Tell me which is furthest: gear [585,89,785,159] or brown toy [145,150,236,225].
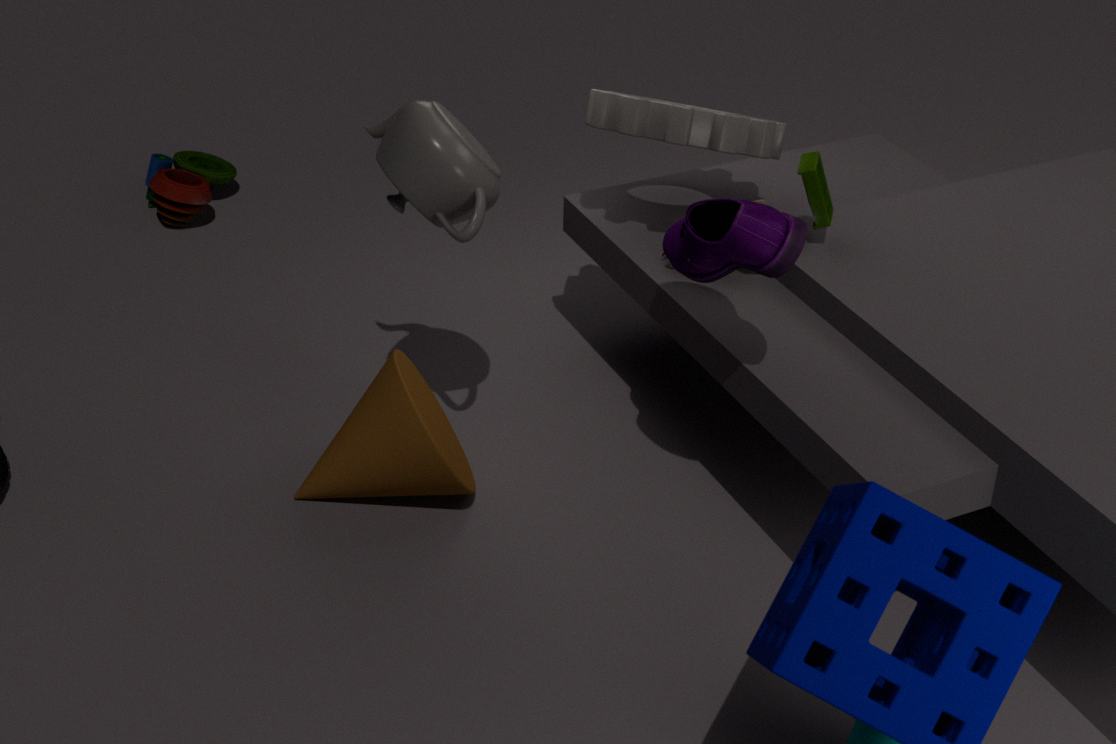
brown toy [145,150,236,225]
